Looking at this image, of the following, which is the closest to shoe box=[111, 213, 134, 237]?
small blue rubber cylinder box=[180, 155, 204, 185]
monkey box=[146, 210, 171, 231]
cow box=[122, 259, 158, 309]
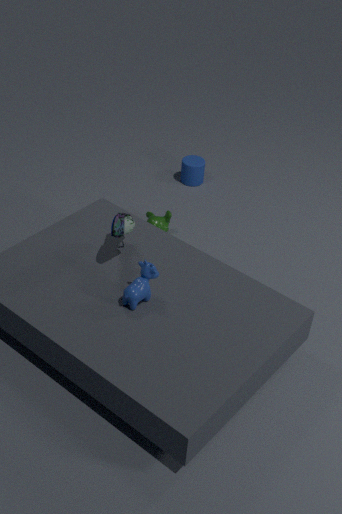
cow box=[122, 259, 158, 309]
